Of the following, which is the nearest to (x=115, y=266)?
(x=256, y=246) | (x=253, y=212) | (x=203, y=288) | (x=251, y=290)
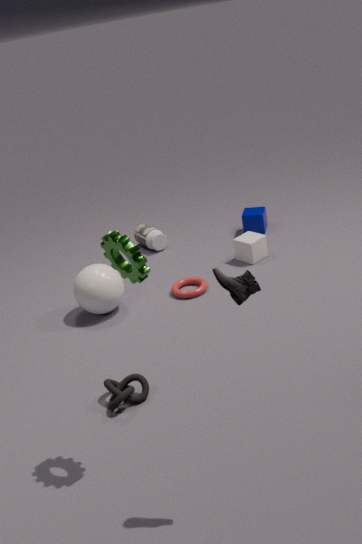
(x=251, y=290)
